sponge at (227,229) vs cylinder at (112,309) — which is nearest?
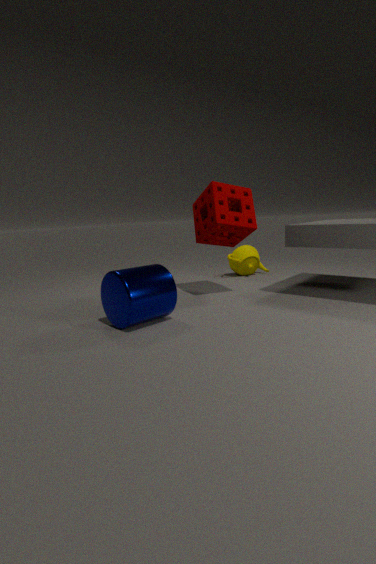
cylinder at (112,309)
